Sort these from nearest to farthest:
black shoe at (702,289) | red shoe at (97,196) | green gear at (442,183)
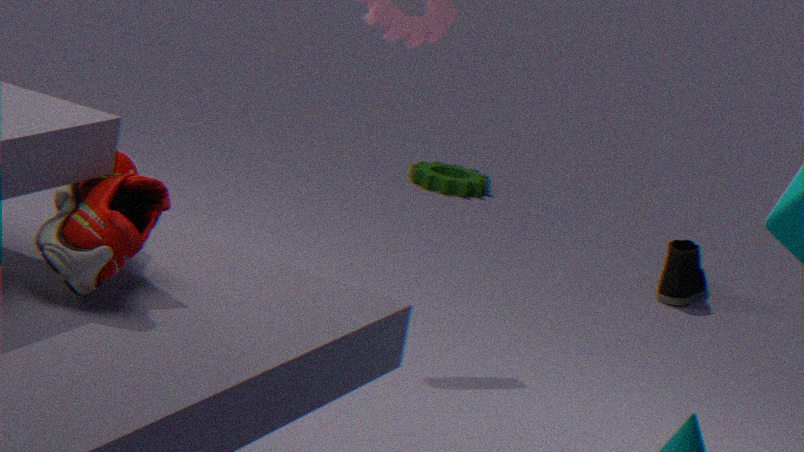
red shoe at (97,196)
black shoe at (702,289)
green gear at (442,183)
